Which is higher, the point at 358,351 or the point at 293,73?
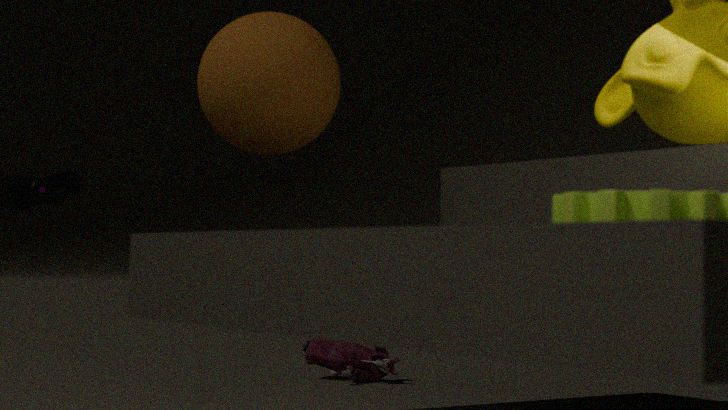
the point at 293,73
